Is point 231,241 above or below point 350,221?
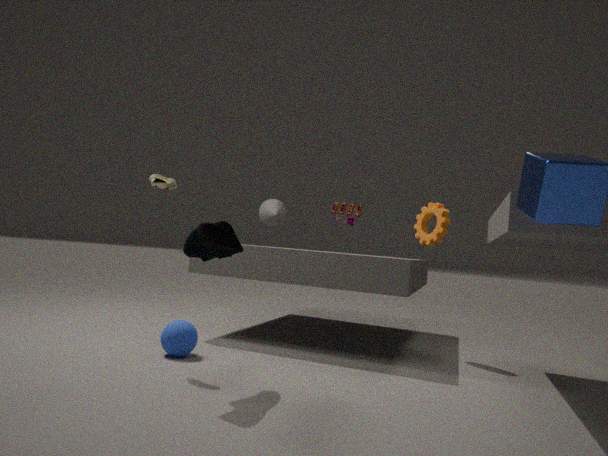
below
